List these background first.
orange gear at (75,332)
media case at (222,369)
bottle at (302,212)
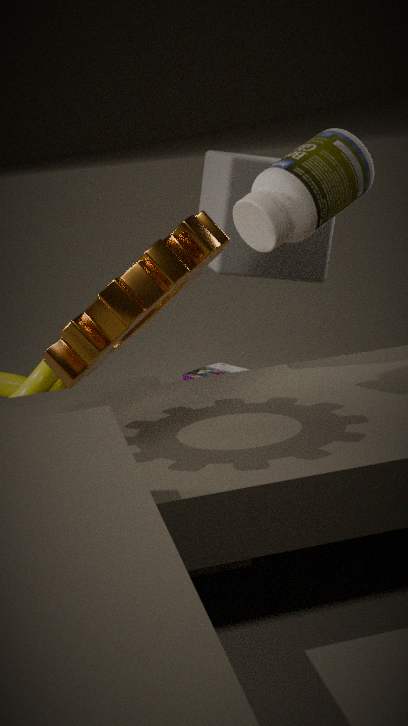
media case at (222,369), bottle at (302,212), orange gear at (75,332)
